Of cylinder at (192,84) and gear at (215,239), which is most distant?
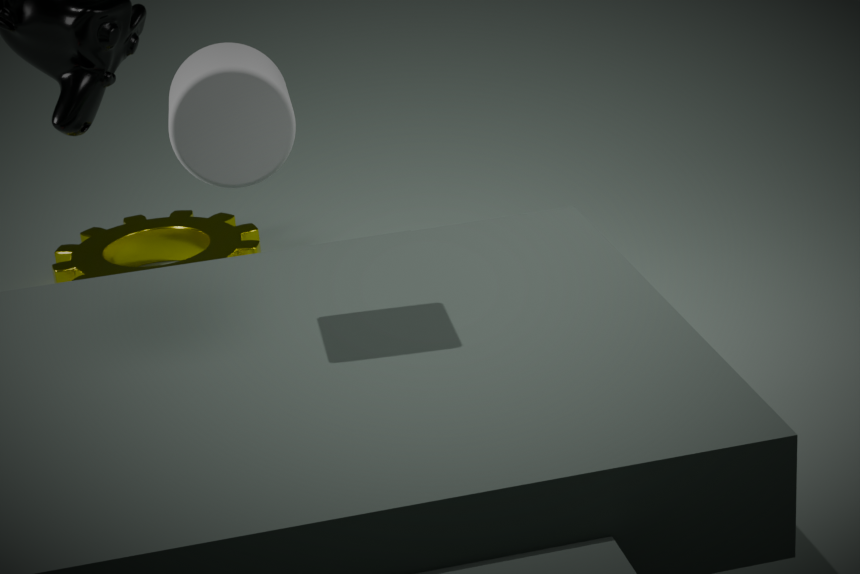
gear at (215,239)
